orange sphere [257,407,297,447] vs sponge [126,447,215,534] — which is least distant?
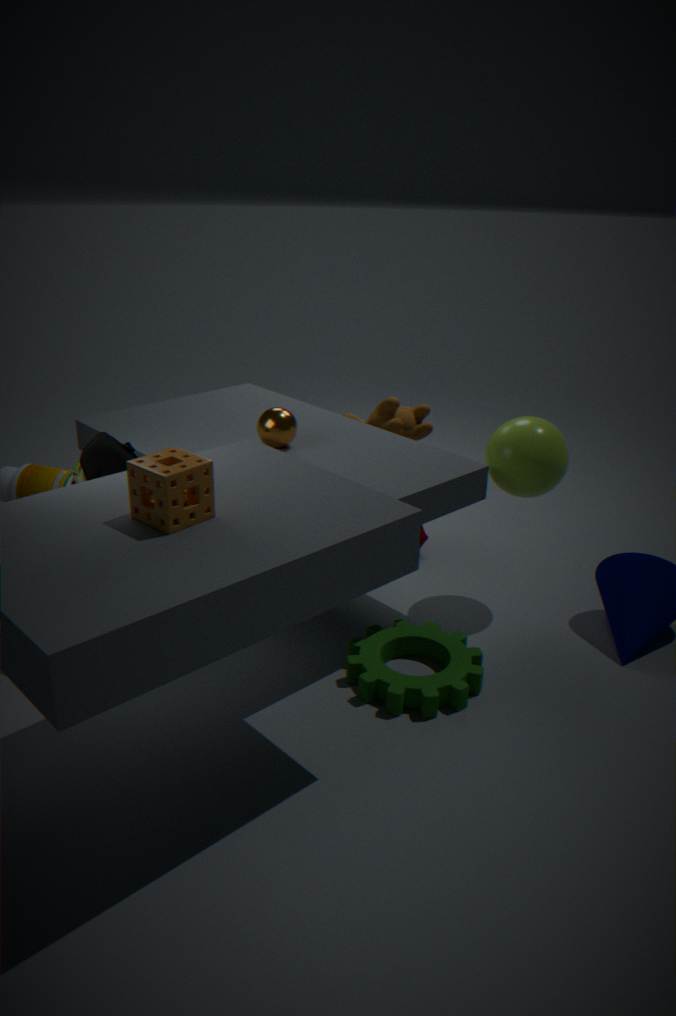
sponge [126,447,215,534]
